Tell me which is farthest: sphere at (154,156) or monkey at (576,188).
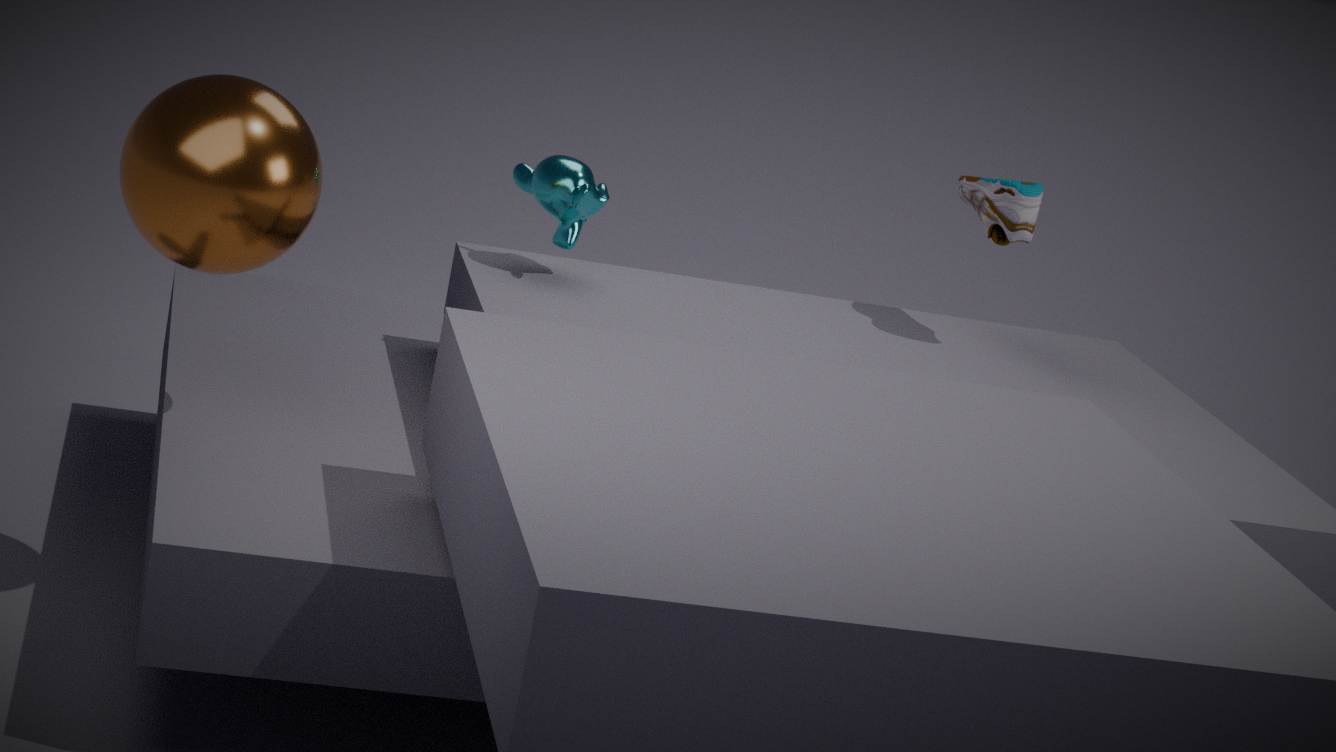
monkey at (576,188)
